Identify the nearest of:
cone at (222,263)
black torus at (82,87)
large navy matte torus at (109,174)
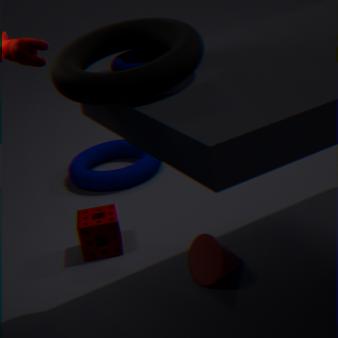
black torus at (82,87)
